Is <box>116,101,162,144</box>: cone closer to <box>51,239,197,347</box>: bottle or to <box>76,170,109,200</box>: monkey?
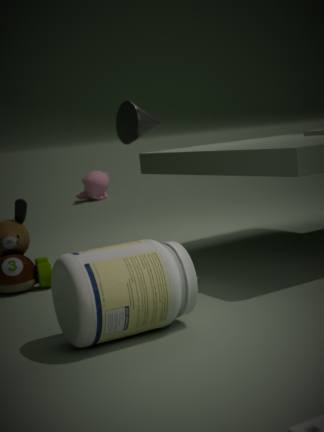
<box>51,239,197,347</box>: bottle
